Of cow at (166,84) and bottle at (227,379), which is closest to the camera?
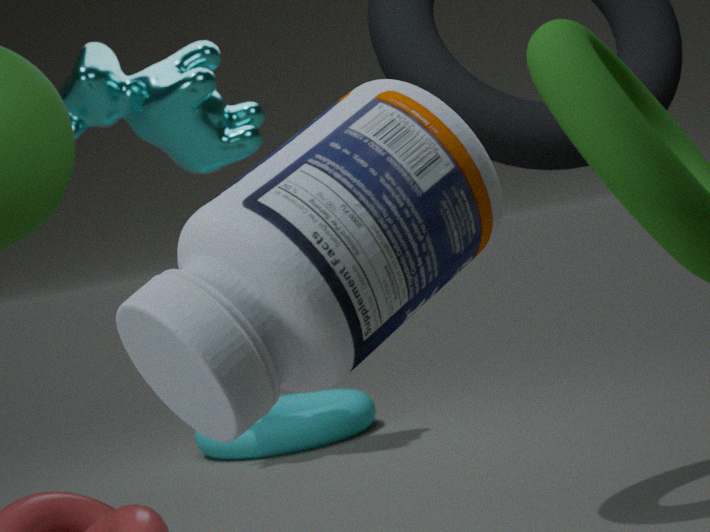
bottle at (227,379)
